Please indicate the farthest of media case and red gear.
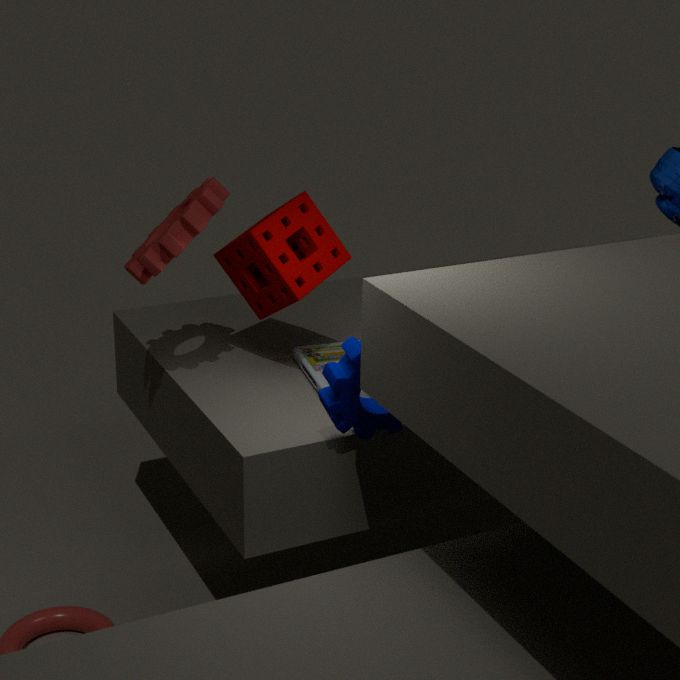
media case
